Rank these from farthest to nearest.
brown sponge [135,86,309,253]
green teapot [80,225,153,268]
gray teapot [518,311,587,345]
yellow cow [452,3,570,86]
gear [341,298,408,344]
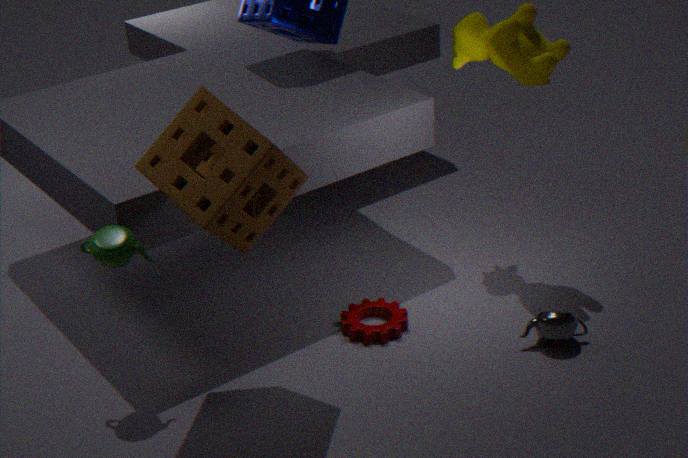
yellow cow [452,3,570,86], gear [341,298,408,344], gray teapot [518,311,587,345], green teapot [80,225,153,268], brown sponge [135,86,309,253]
